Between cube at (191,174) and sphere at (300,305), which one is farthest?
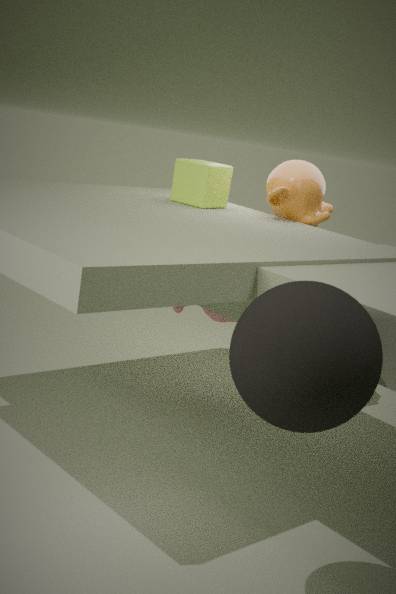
cube at (191,174)
